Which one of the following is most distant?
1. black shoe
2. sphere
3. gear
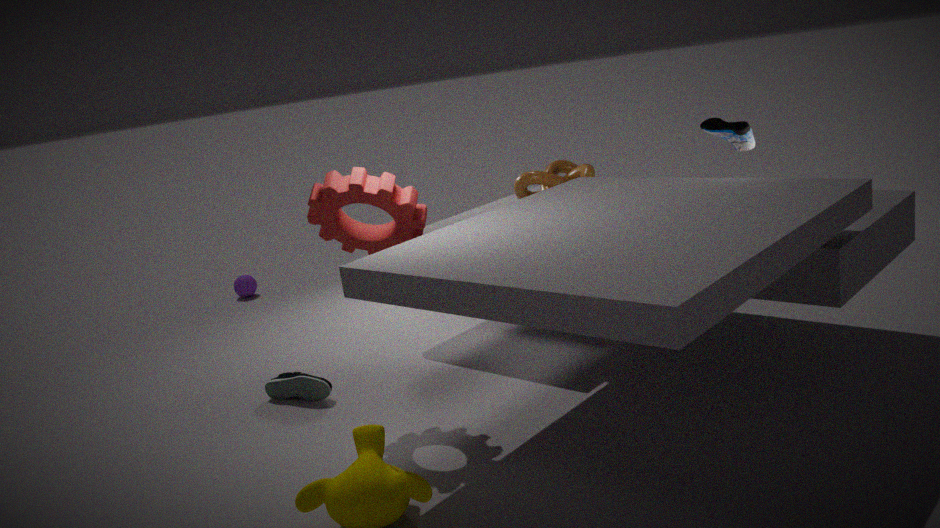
sphere
